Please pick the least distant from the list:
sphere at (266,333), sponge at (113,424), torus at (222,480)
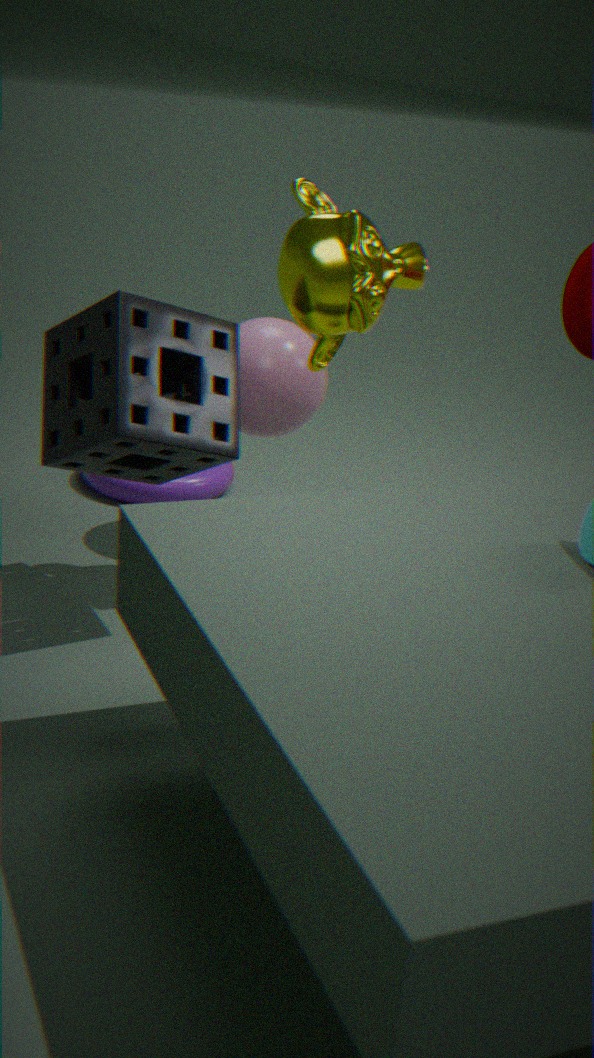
sponge at (113,424)
